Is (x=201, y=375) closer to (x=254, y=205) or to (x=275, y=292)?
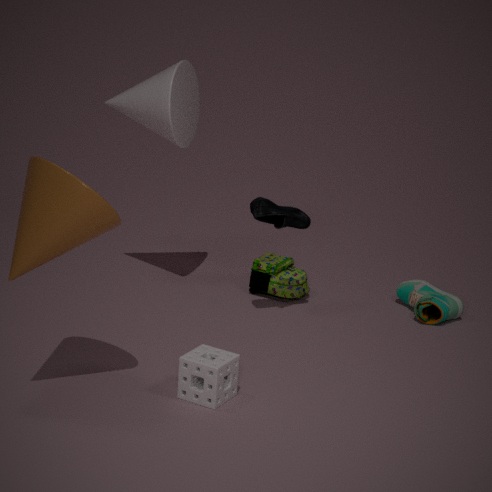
(x=254, y=205)
